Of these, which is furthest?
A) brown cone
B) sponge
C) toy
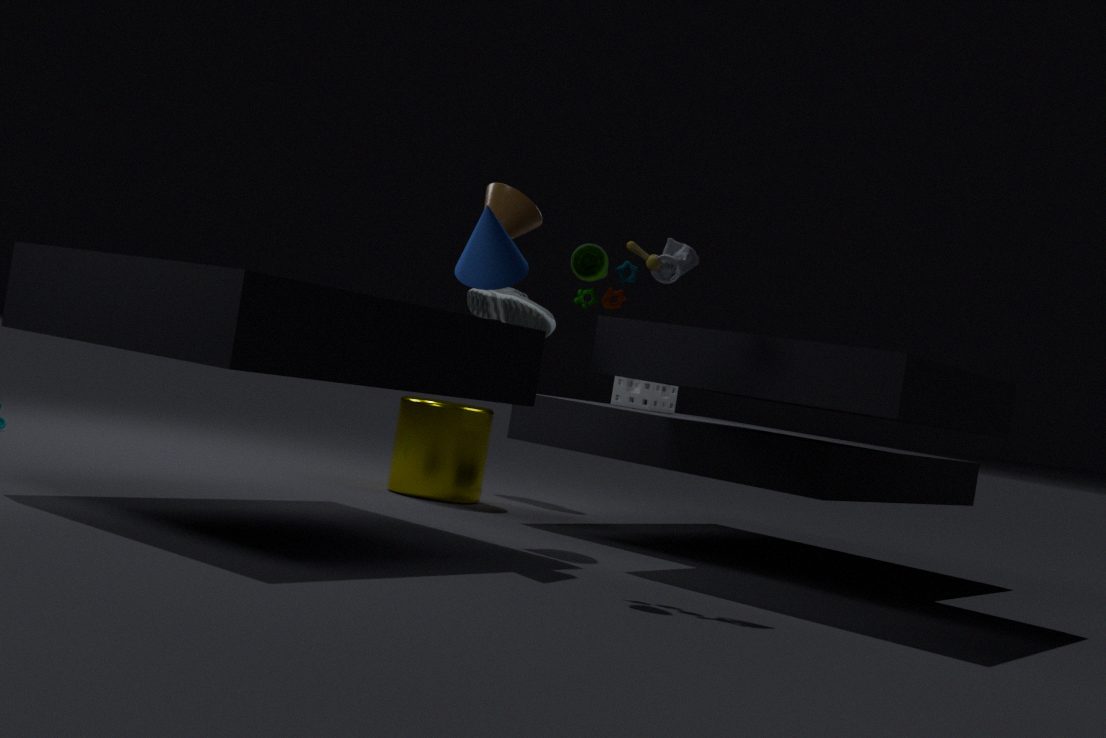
sponge
